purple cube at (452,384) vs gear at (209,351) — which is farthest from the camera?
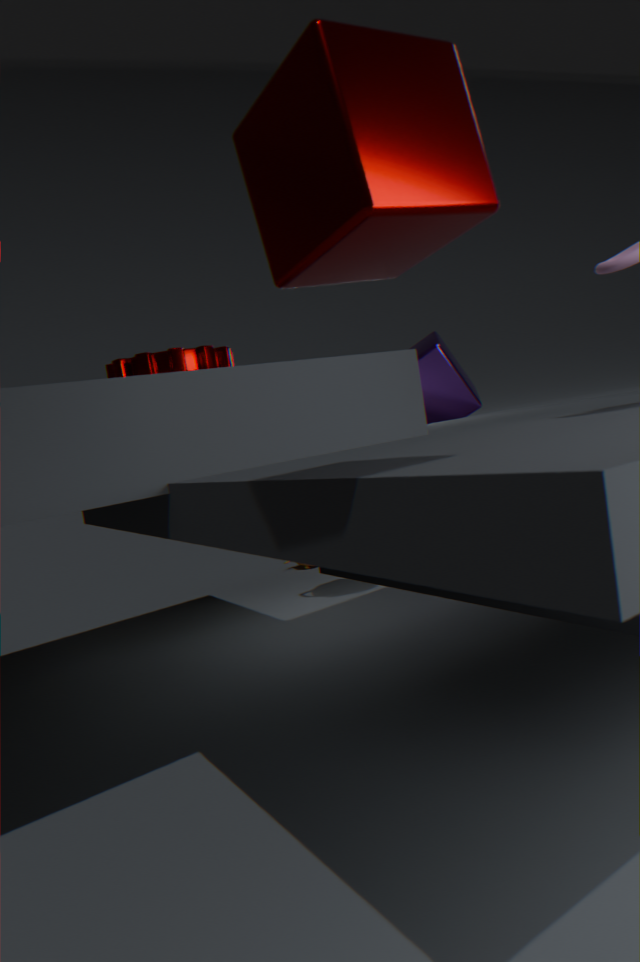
purple cube at (452,384)
